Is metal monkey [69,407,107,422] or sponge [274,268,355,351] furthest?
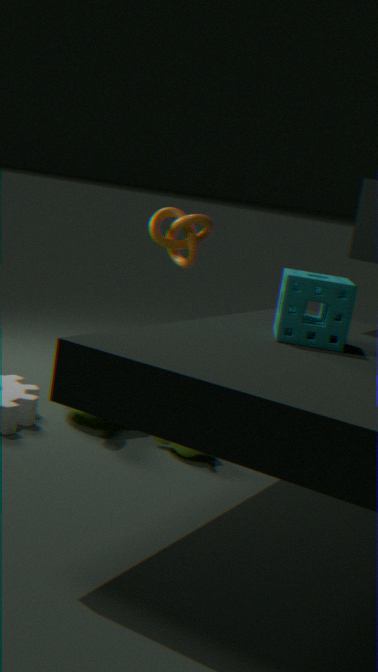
metal monkey [69,407,107,422]
